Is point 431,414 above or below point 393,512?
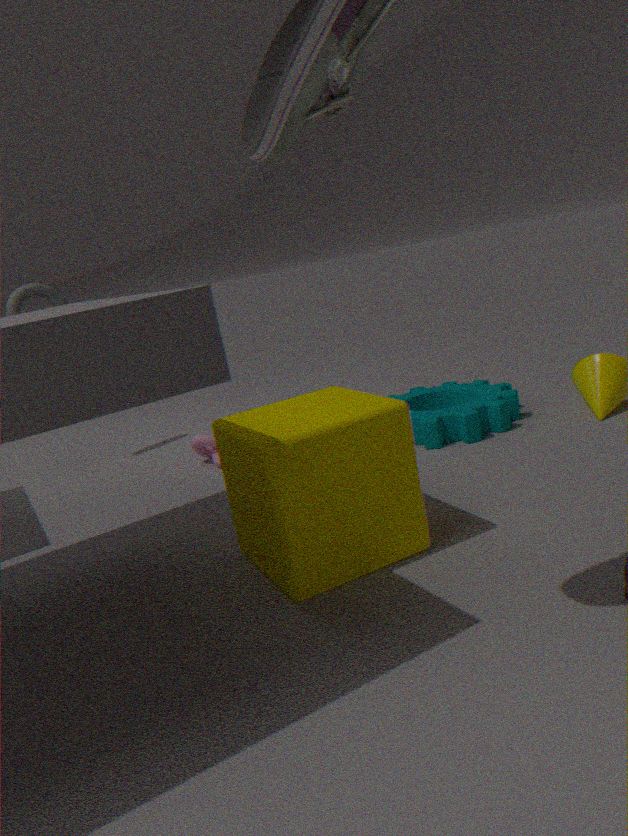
below
